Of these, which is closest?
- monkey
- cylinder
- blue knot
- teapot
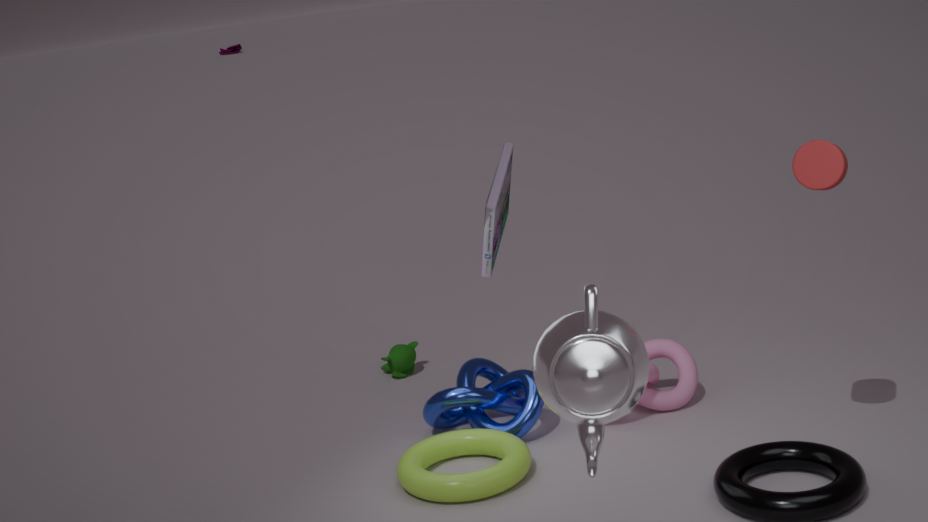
teapot
